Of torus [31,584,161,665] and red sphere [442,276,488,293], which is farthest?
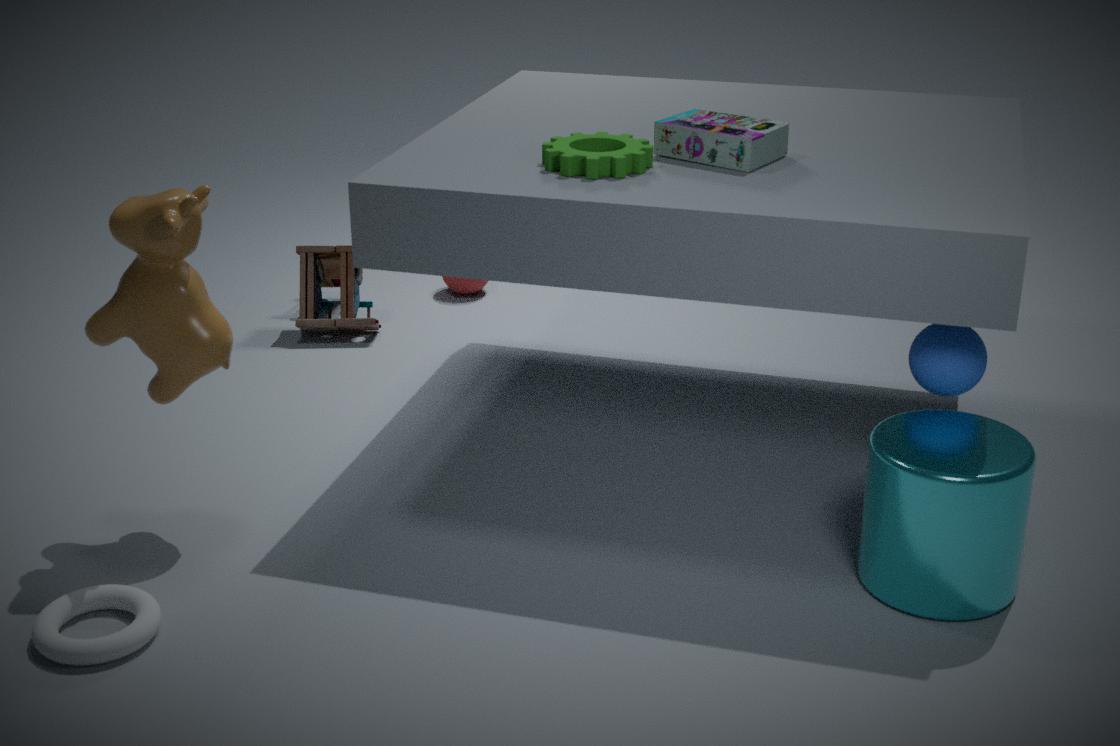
red sphere [442,276,488,293]
